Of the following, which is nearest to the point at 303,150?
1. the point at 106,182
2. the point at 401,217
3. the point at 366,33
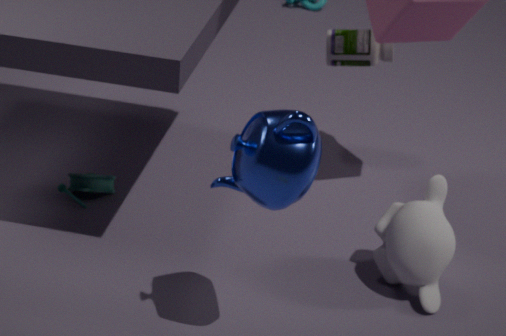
the point at 401,217
